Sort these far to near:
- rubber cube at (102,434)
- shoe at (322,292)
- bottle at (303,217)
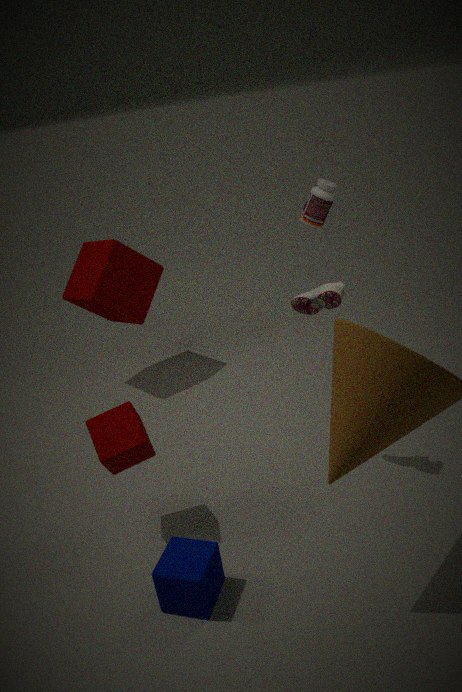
bottle at (303,217), shoe at (322,292), rubber cube at (102,434)
